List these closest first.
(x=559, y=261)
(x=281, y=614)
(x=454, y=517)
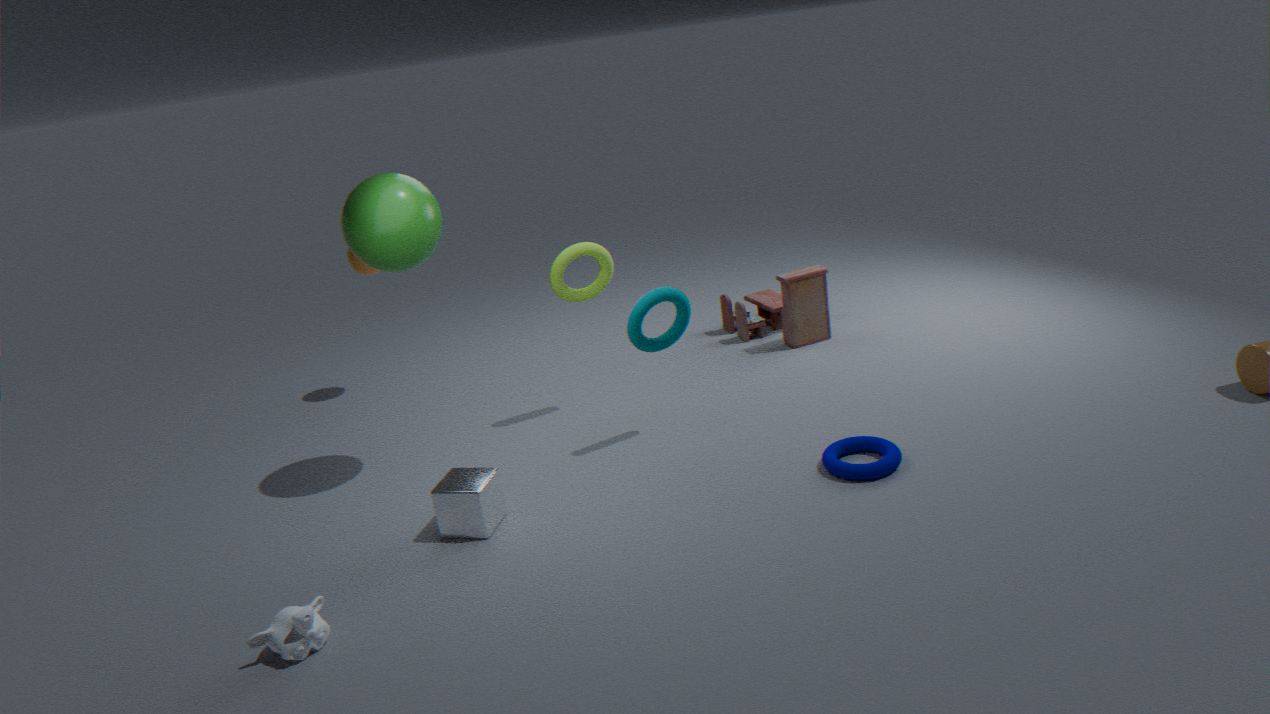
(x=281, y=614), (x=454, y=517), (x=559, y=261)
